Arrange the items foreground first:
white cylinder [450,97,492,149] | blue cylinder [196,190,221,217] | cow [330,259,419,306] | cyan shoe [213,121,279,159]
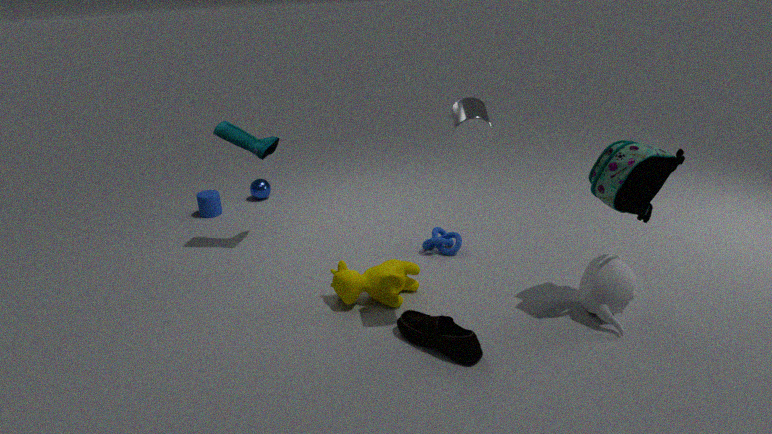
1. white cylinder [450,97,492,149]
2. cow [330,259,419,306]
3. cyan shoe [213,121,279,159]
4. blue cylinder [196,190,221,217]
